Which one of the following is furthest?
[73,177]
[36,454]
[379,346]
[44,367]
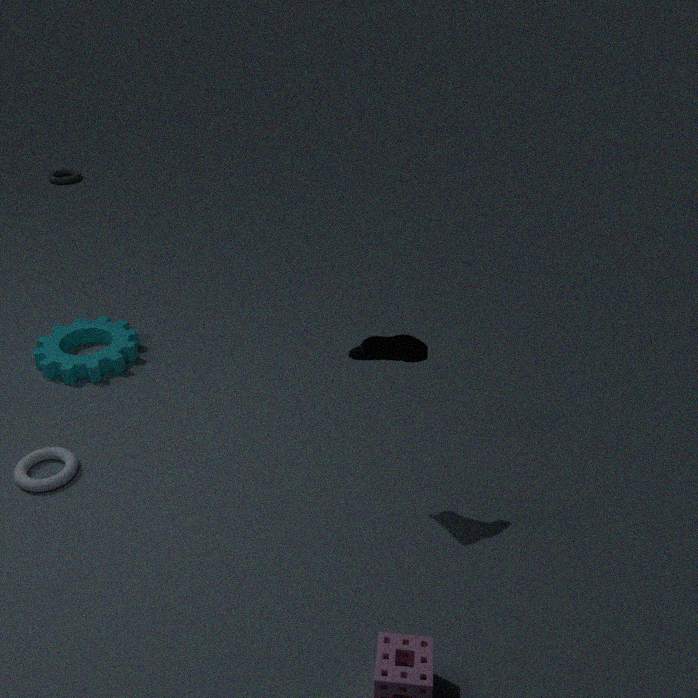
[73,177]
